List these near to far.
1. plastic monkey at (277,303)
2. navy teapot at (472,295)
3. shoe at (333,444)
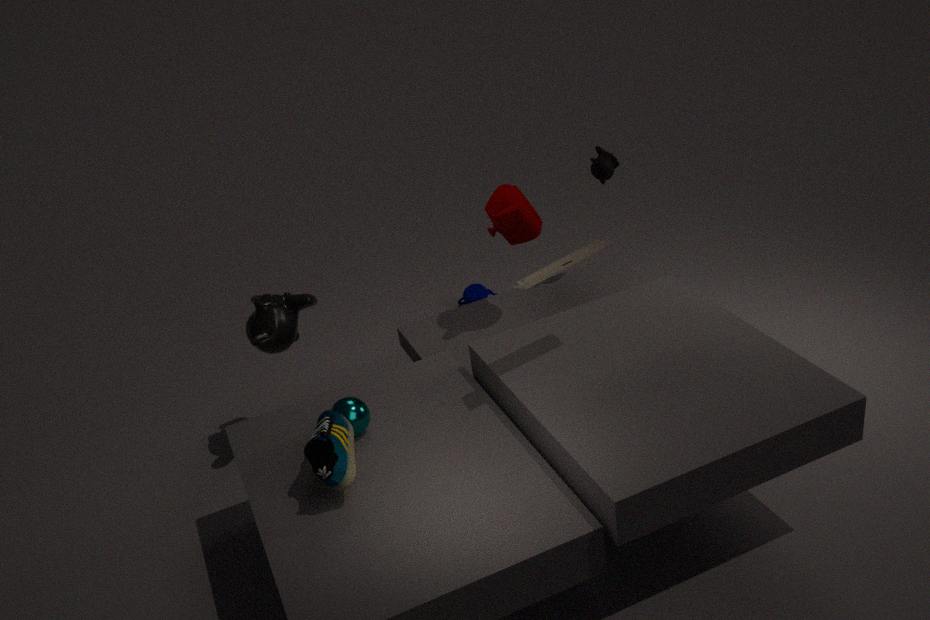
shoe at (333,444) → plastic monkey at (277,303) → navy teapot at (472,295)
